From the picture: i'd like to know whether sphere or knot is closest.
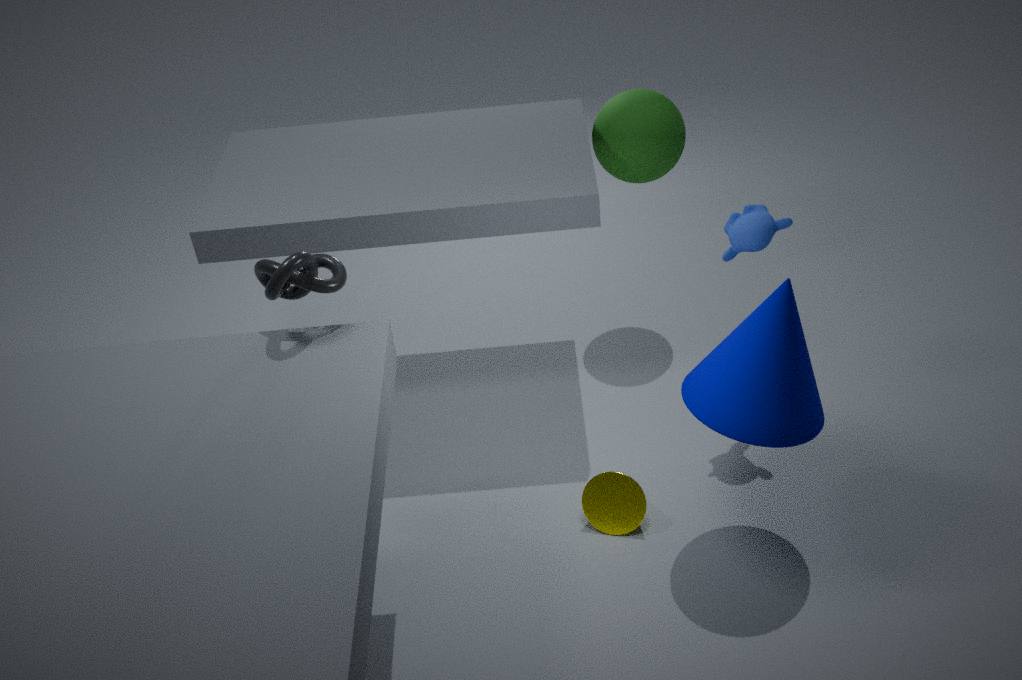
knot
